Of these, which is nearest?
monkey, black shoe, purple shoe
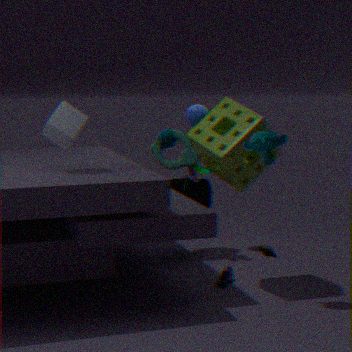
monkey
